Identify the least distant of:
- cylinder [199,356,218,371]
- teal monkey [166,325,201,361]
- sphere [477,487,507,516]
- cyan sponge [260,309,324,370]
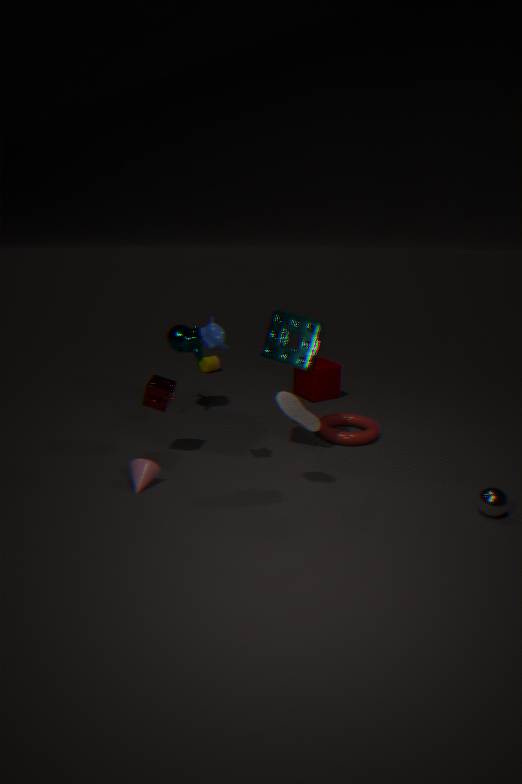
sphere [477,487,507,516]
